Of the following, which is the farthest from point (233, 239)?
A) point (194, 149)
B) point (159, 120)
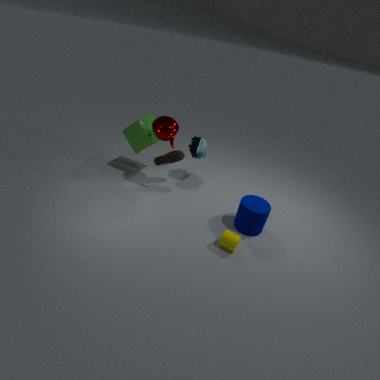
point (159, 120)
